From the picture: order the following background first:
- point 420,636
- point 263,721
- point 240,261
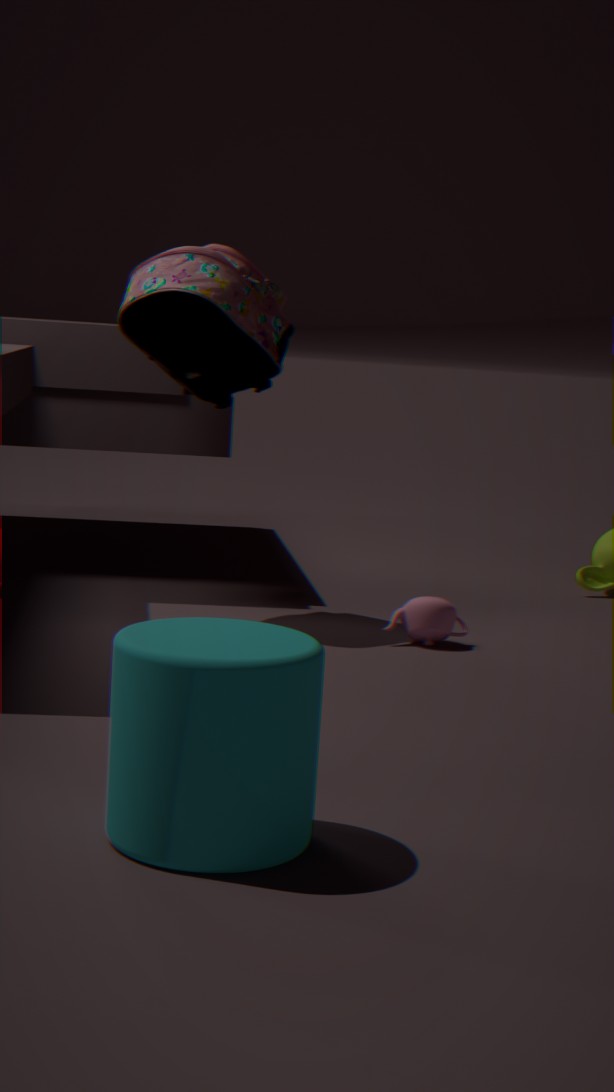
point 240,261 < point 420,636 < point 263,721
